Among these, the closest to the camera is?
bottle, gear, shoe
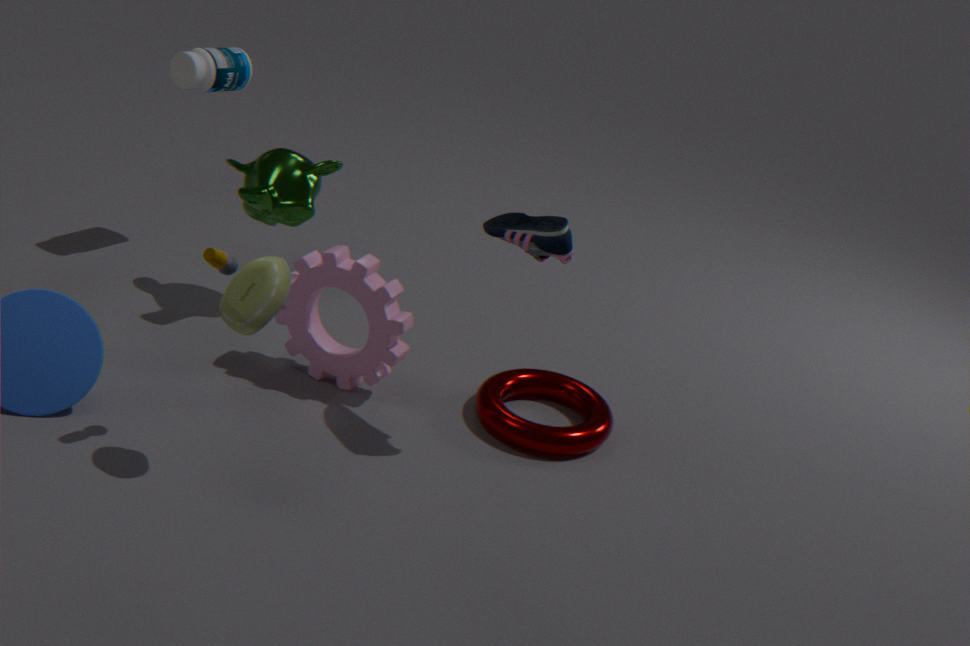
shoe
